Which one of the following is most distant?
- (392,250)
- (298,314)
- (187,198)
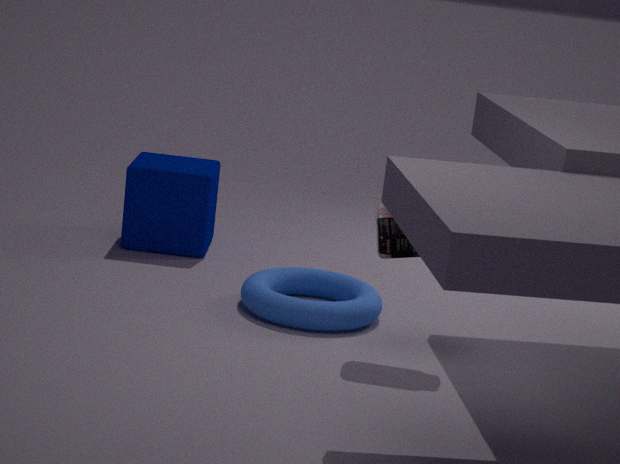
(187,198)
